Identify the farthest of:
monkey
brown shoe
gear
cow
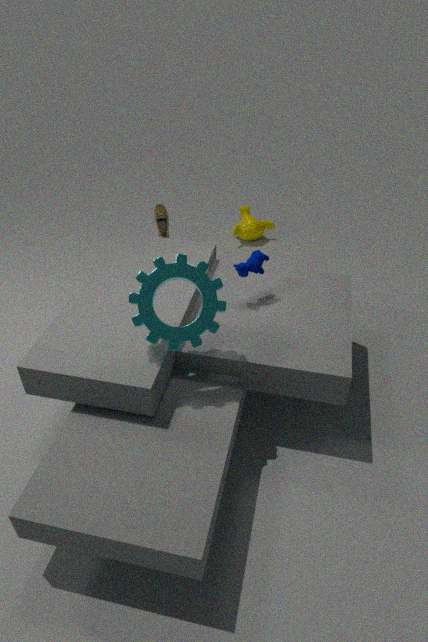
monkey
